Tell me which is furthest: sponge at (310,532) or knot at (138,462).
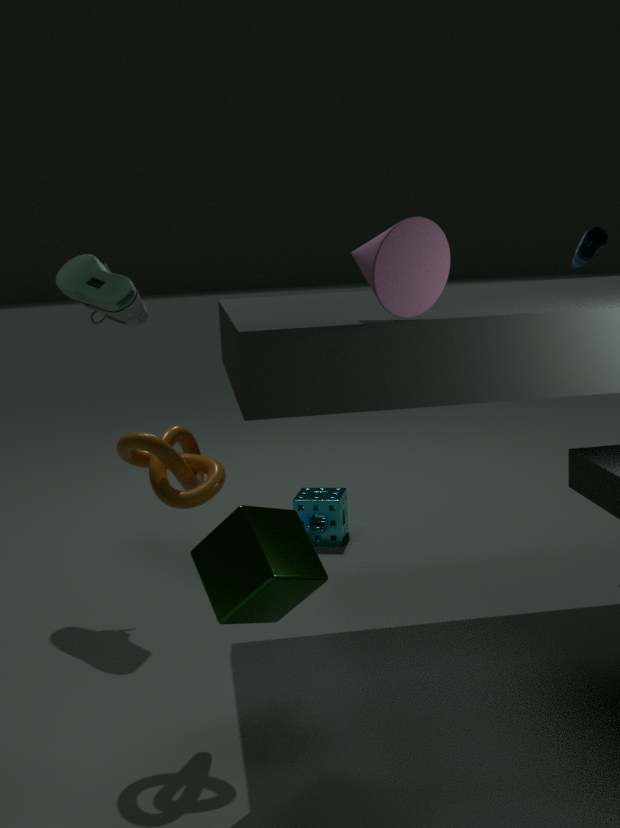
sponge at (310,532)
